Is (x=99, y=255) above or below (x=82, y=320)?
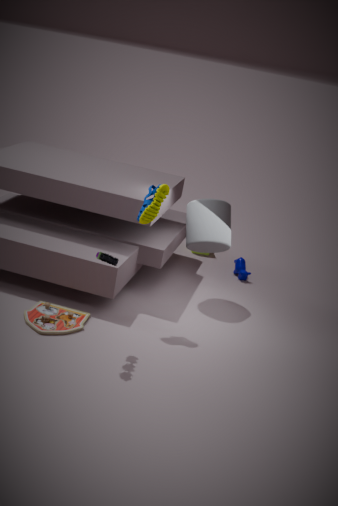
above
